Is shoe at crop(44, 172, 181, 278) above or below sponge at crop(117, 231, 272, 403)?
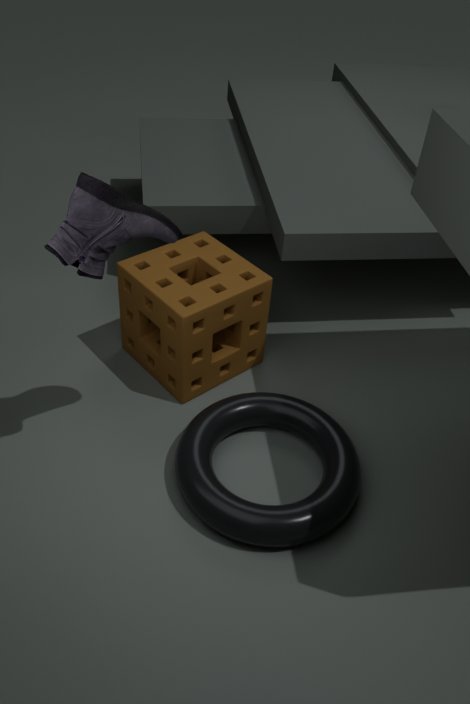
above
